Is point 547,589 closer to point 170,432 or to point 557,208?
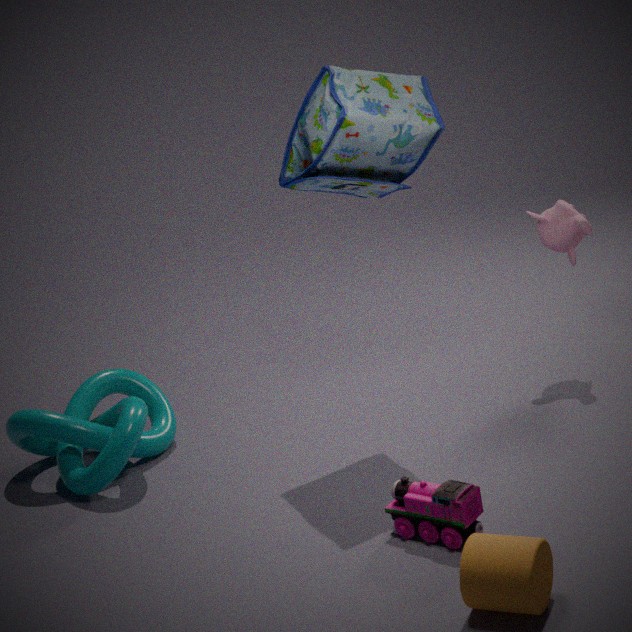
point 557,208
